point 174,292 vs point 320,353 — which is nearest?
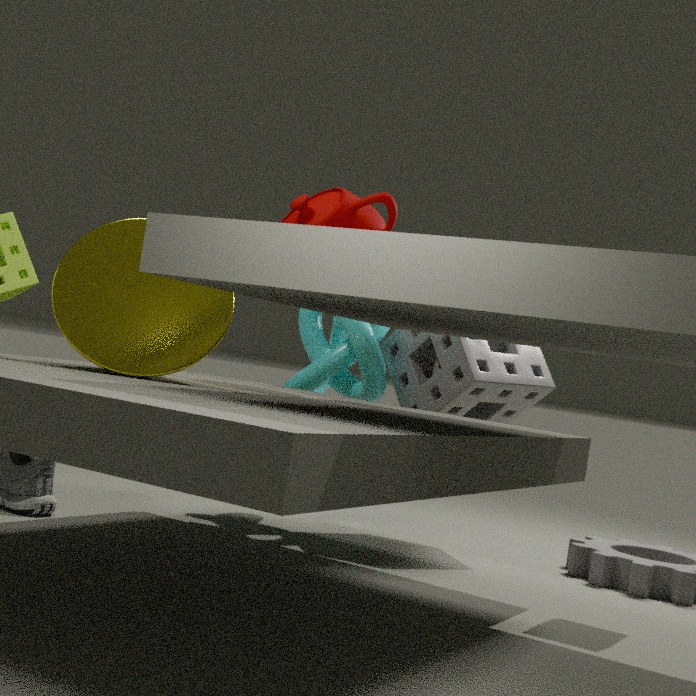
point 174,292
